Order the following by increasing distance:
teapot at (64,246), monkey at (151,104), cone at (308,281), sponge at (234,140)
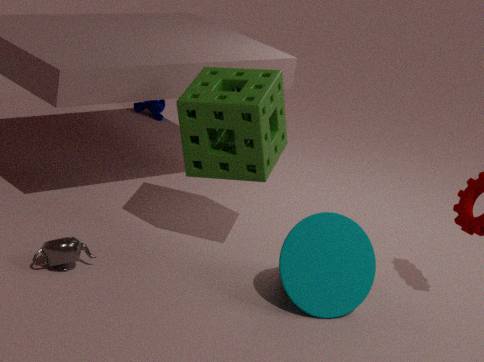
teapot at (64,246) < cone at (308,281) < sponge at (234,140) < monkey at (151,104)
